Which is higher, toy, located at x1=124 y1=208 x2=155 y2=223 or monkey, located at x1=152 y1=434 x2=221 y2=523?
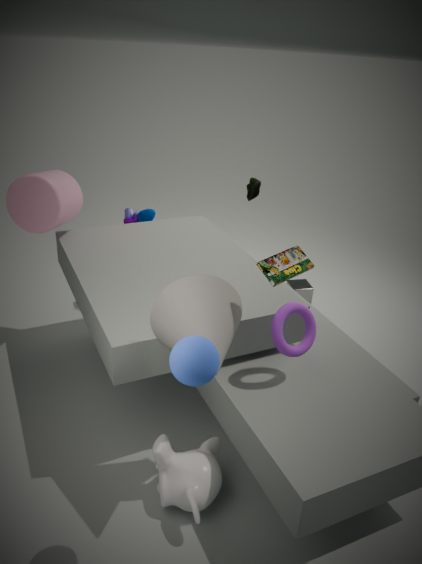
toy, located at x1=124 y1=208 x2=155 y2=223
